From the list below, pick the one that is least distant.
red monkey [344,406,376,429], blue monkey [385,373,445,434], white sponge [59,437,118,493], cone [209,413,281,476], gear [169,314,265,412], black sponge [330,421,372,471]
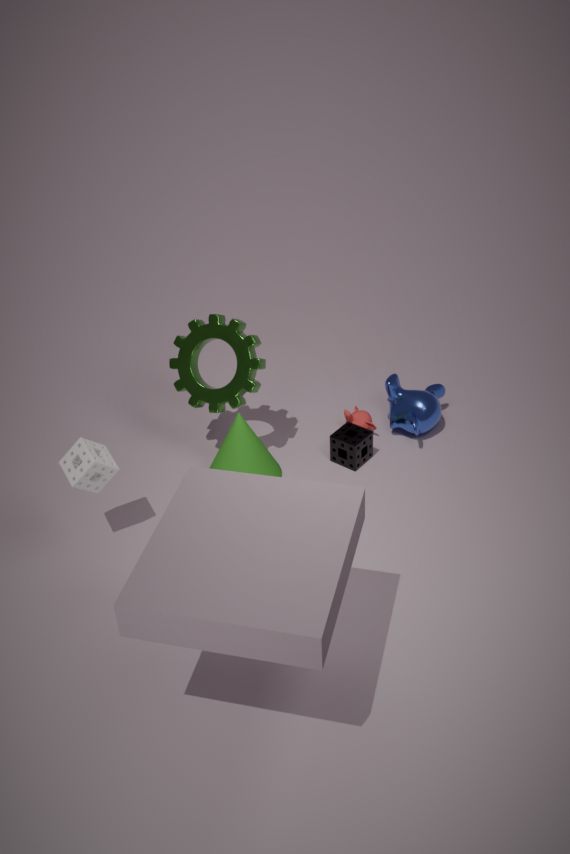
white sponge [59,437,118,493]
